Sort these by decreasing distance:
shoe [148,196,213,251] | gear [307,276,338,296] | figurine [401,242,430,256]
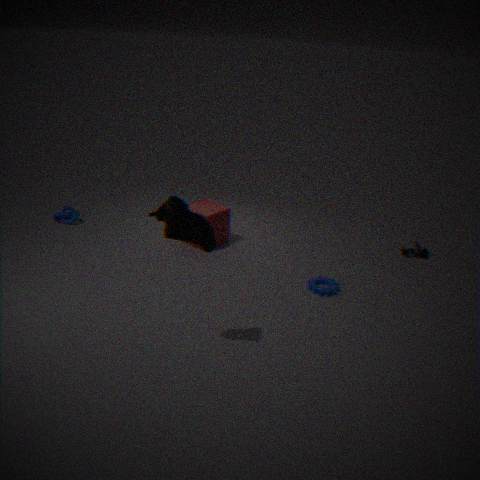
figurine [401,242,430,256] → gear [307,276,338,296] → shoe [148,196,213,251]
